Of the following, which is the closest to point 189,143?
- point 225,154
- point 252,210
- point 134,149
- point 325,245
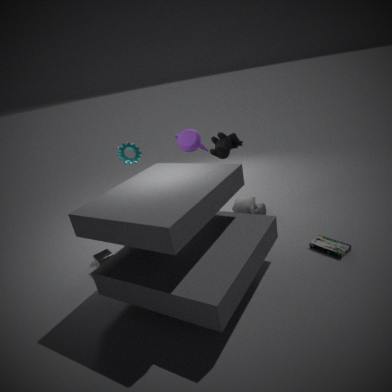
point 225,154
